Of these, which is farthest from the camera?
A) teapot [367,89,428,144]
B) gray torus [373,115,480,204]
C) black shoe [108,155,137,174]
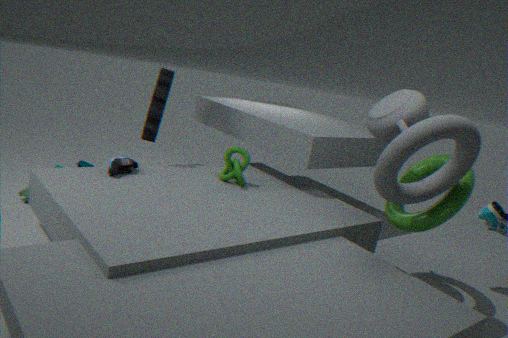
black shoe [108,155,137,174]
